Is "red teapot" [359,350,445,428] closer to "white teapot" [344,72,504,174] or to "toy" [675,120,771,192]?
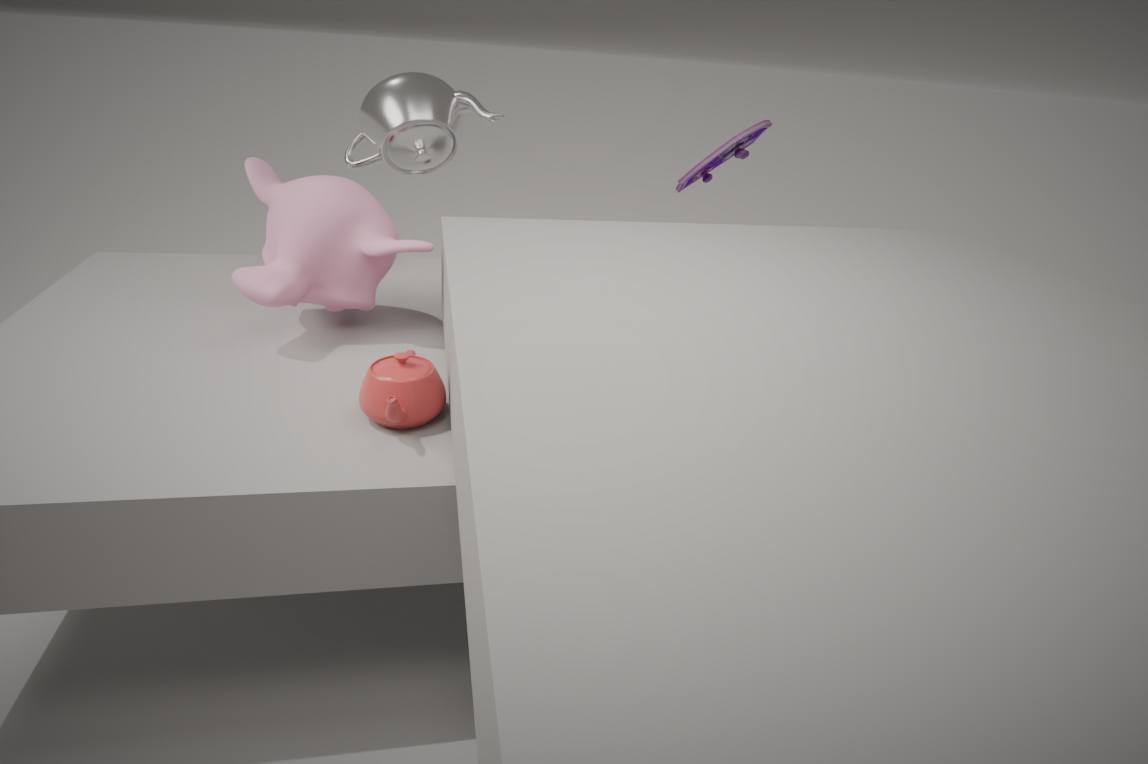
"white teapot" [344,72,504,174]
